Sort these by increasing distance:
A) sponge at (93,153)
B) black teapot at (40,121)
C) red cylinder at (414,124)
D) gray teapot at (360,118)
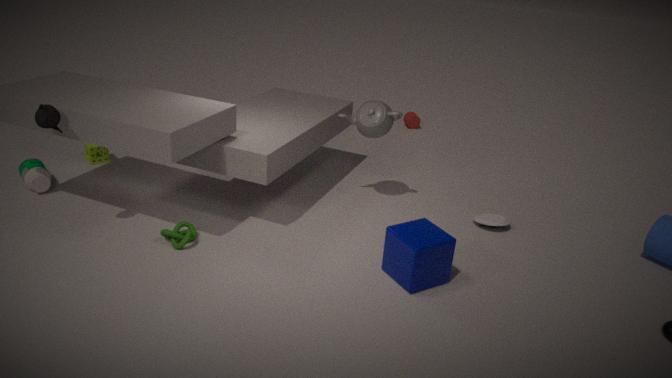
black teapot at (40,121)
gray teapot at (360,118)
sponge at (93,153)
red cylinder at (414,124)
